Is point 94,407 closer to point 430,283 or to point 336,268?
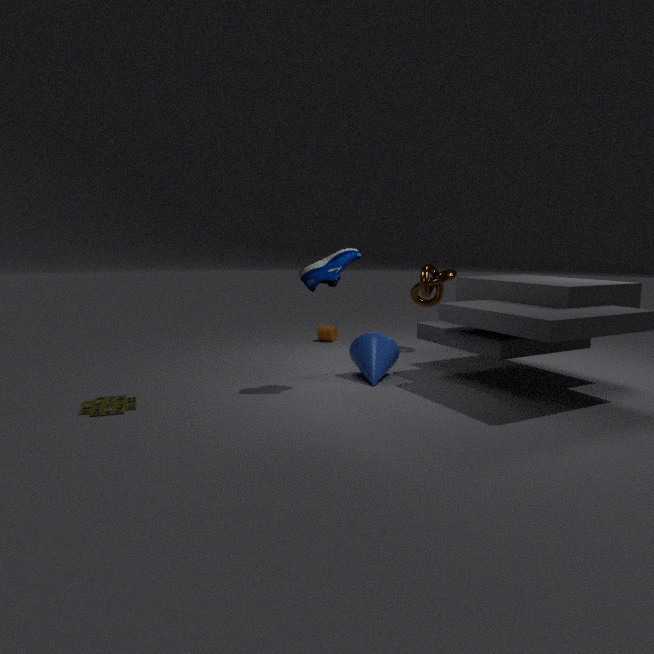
point 336,268
